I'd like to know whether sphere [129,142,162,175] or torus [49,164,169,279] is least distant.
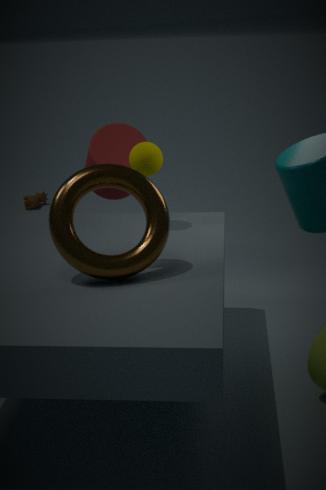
torus [49,164,169,279]
